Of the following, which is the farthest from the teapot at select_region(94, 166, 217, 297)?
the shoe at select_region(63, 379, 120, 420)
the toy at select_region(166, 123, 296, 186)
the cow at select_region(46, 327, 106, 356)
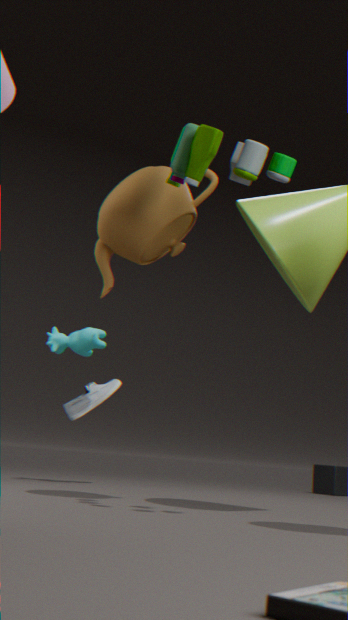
the shoe at select_region(63, 379, 120, 420)
